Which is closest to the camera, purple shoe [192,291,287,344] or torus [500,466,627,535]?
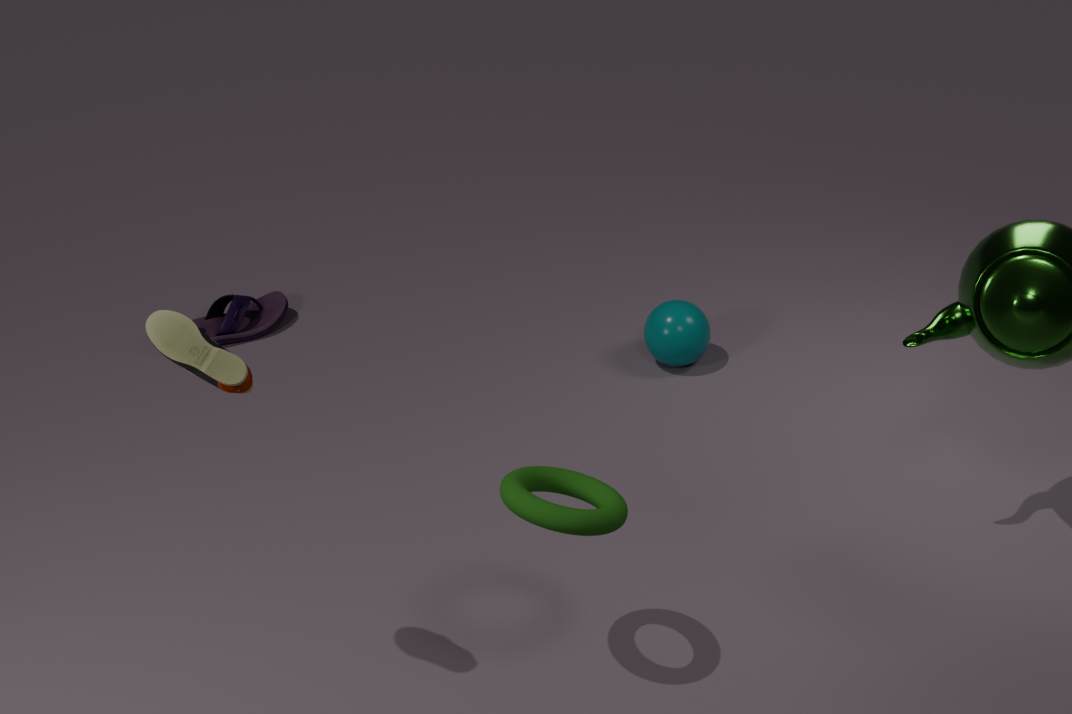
torus [500,466,627,535]
